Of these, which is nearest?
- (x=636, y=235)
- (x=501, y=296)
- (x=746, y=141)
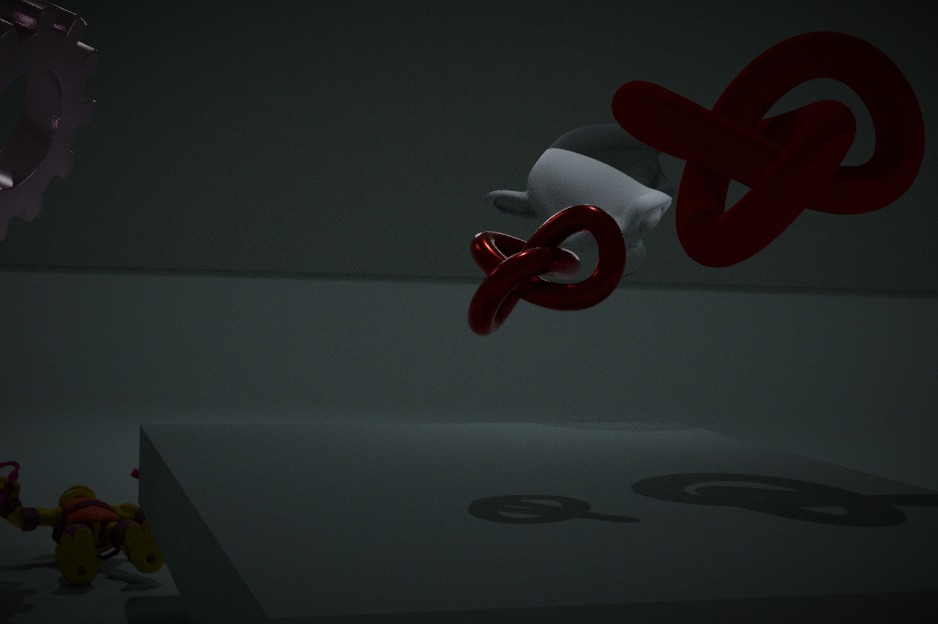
(x=501, y=296)
